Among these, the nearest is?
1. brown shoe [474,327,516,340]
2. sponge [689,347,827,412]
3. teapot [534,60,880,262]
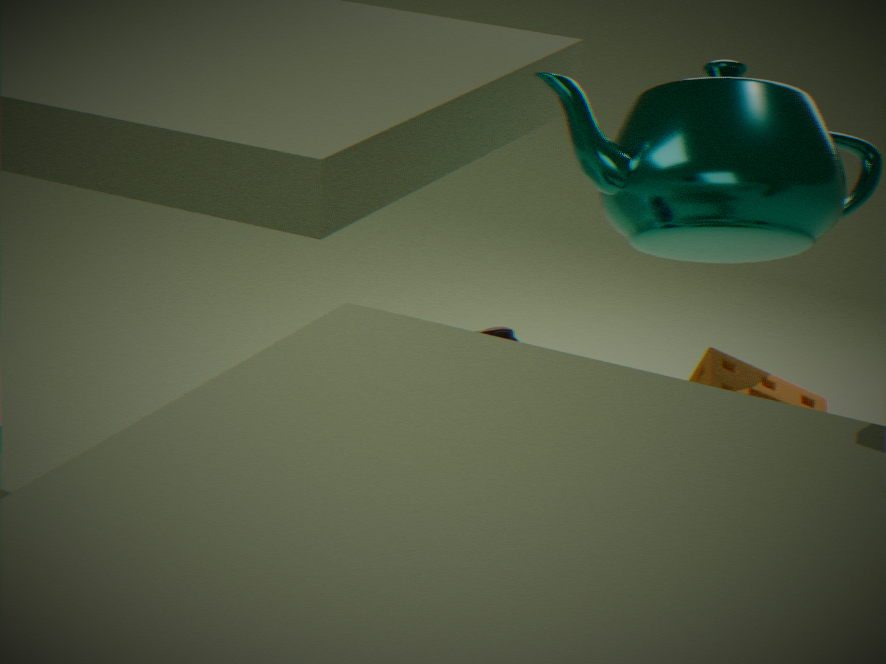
brown shoe [474,327,516,340]
